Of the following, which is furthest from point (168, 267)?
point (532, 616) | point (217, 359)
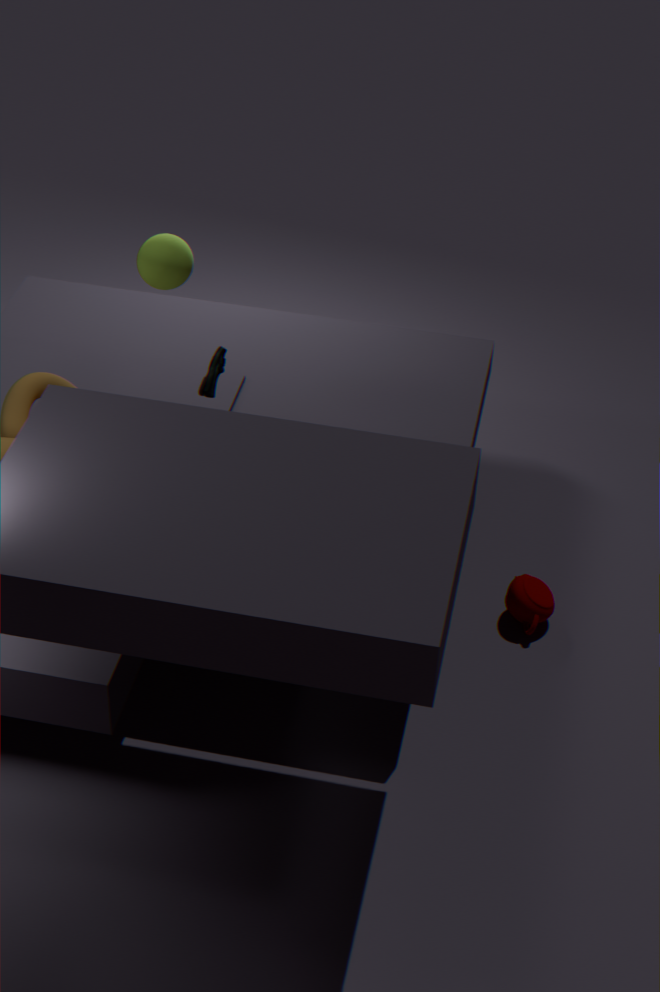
point (532, 616)
